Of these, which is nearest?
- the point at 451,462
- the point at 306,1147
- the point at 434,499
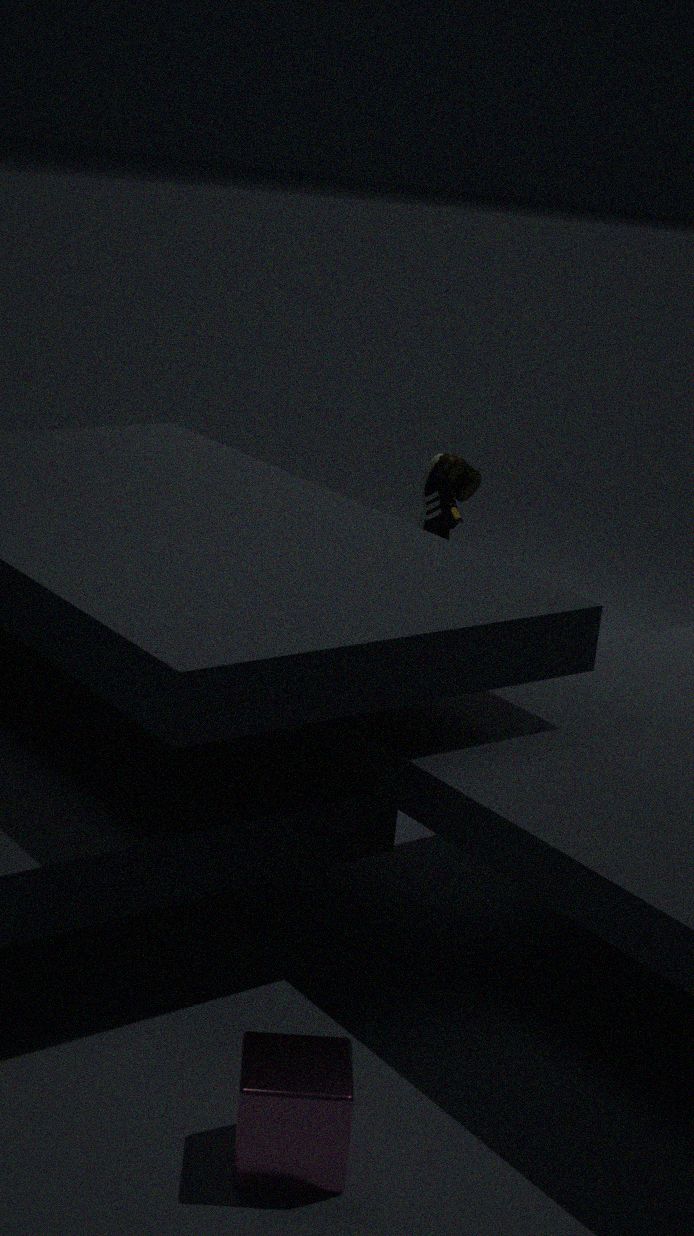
the point at 306,1147
